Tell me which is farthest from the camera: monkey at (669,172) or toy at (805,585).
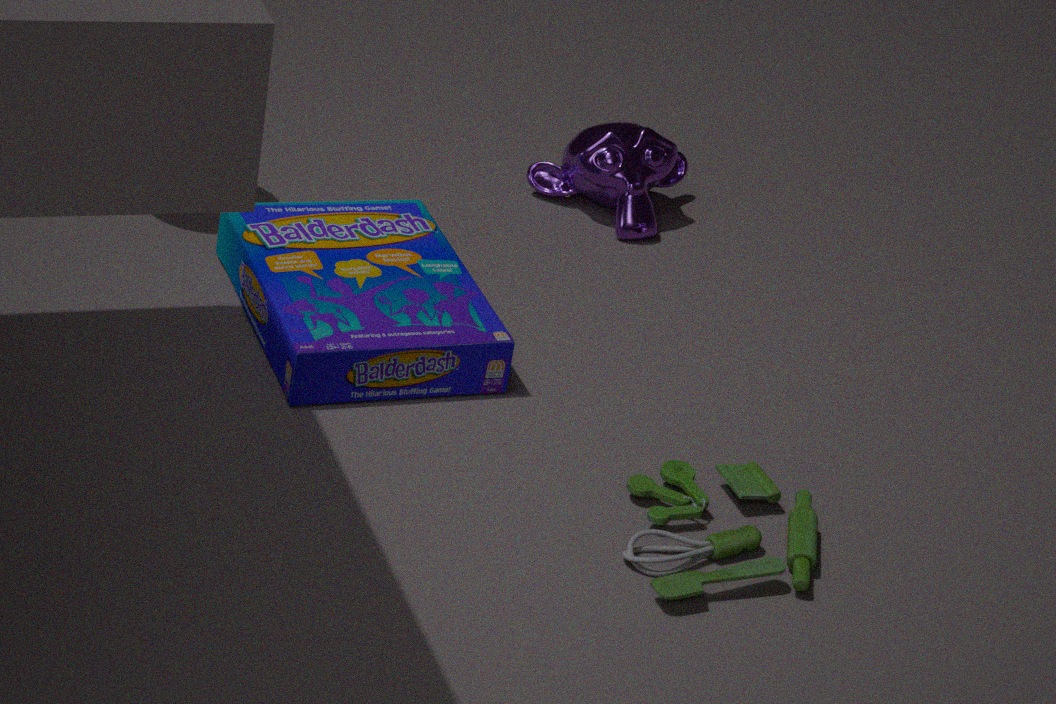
monkey at (669,172)
